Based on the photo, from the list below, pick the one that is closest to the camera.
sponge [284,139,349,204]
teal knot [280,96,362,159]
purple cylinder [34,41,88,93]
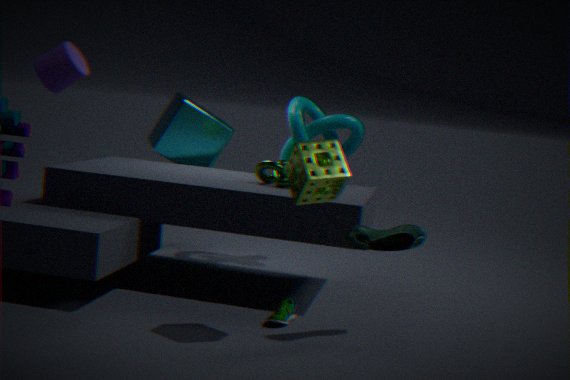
sponge [284,139,349,204]
